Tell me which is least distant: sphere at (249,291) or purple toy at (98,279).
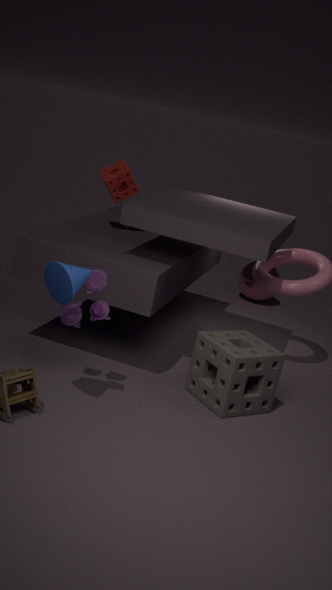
purple toy at (98,279)
